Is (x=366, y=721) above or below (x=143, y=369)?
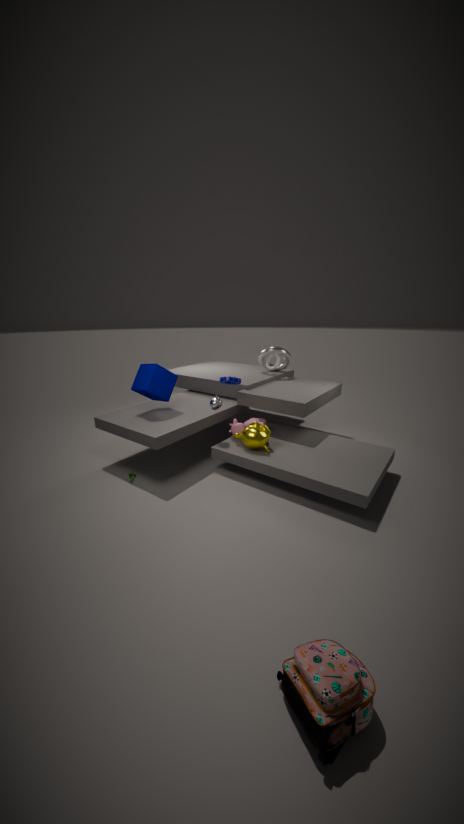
below
